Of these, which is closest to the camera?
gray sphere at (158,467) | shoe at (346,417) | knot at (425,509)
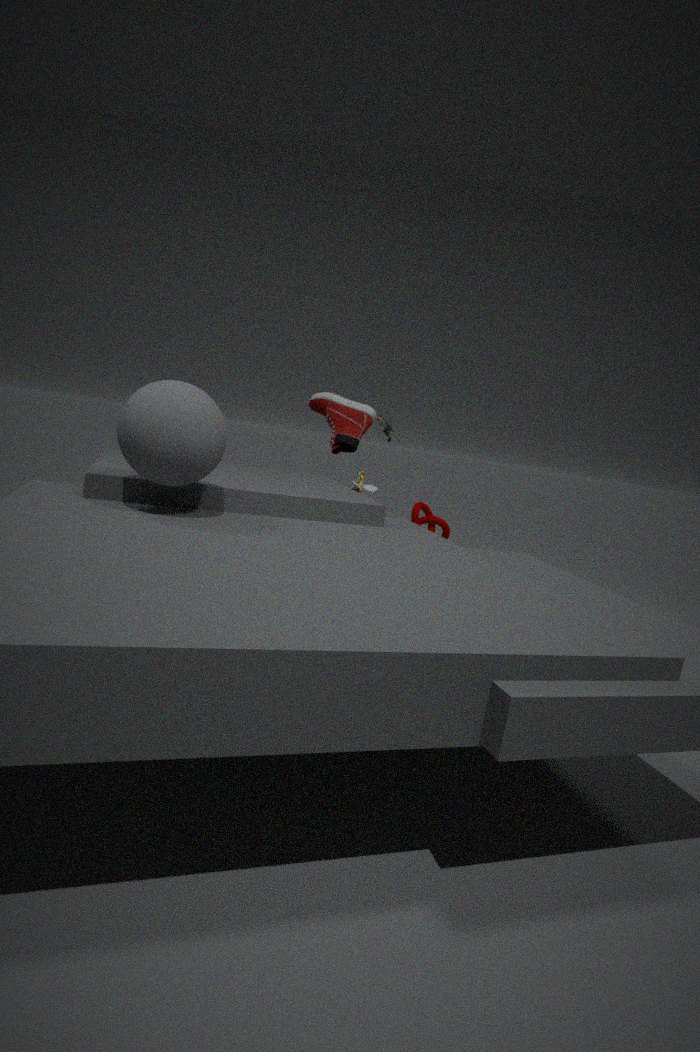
gray sphere at (158,467)
